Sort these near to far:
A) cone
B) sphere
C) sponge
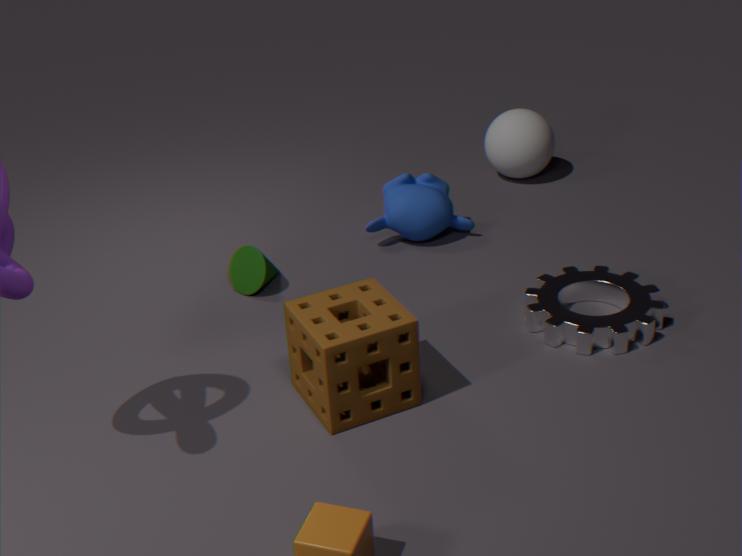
C. sponge, A. cone, B. sphere
